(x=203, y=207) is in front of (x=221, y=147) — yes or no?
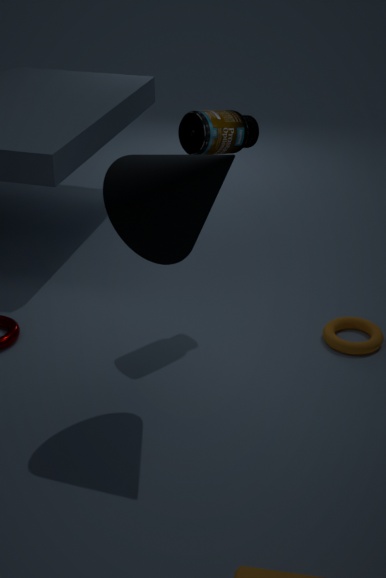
Yes
